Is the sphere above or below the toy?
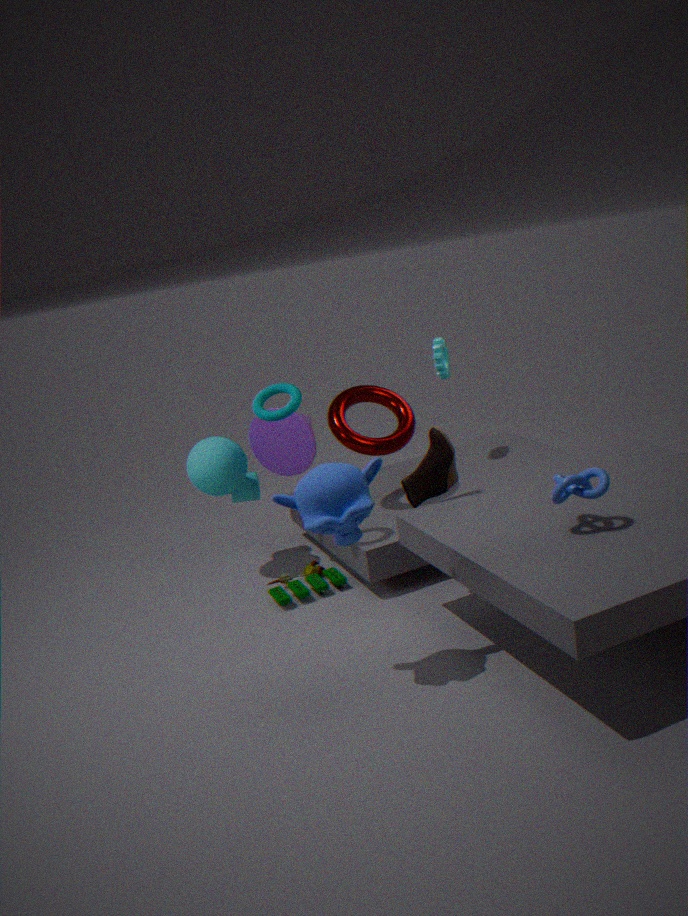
above
